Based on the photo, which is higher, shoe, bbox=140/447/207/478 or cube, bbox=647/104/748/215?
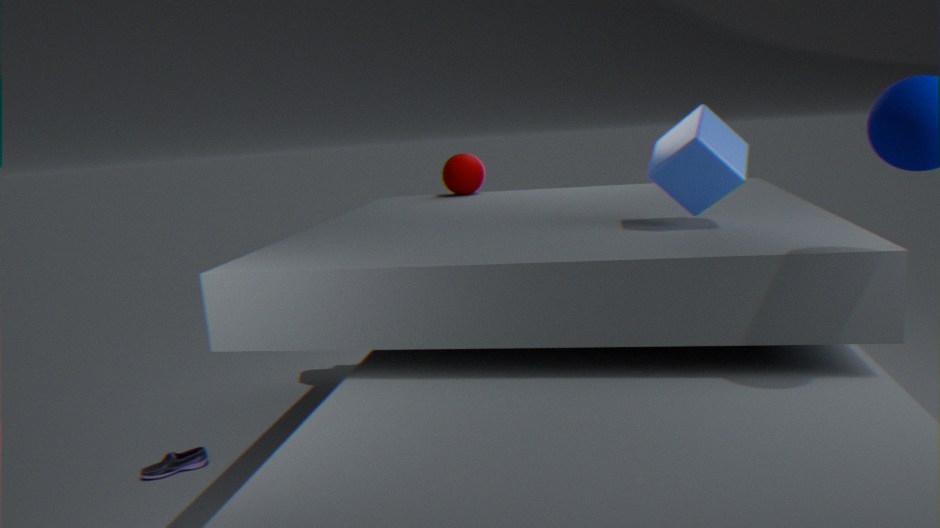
cube, bbox=647/104/748/215
